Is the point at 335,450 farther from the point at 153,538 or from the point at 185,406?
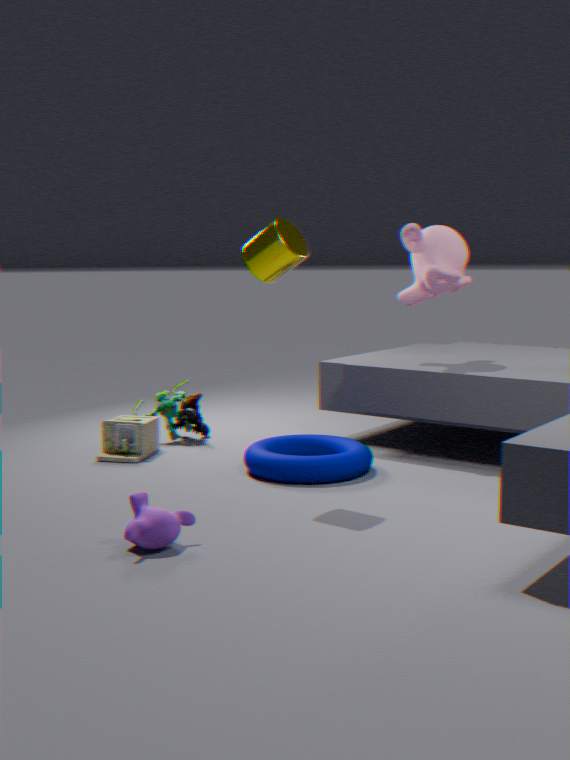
the point at 153,538
